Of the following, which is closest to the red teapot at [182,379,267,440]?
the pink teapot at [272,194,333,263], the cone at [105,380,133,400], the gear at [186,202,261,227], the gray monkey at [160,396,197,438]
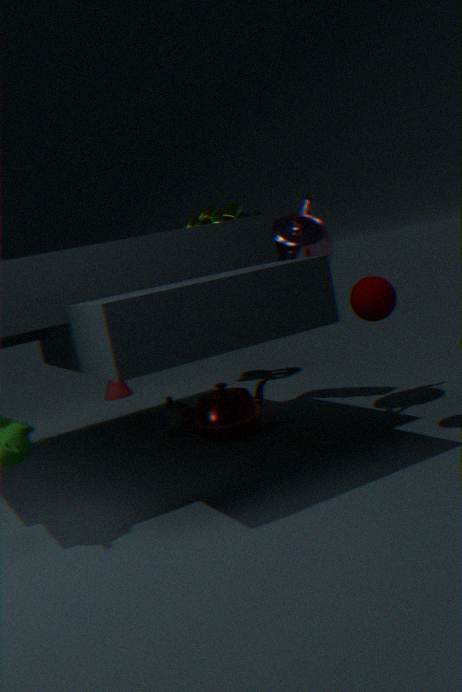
the gray monkey at [160,396,197,438]
